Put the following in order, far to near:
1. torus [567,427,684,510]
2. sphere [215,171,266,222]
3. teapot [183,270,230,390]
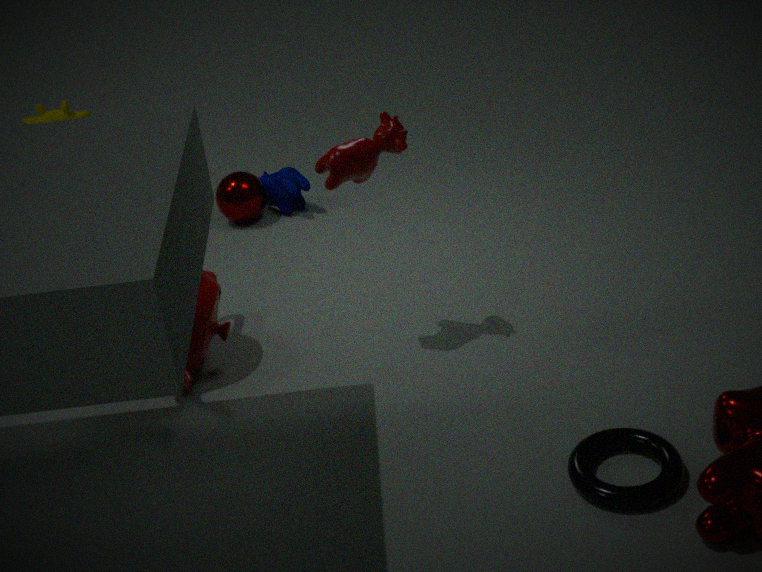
sphere [215,171,266,222] → teapot [183,270,230,390] → torus [567,427,684,510]
